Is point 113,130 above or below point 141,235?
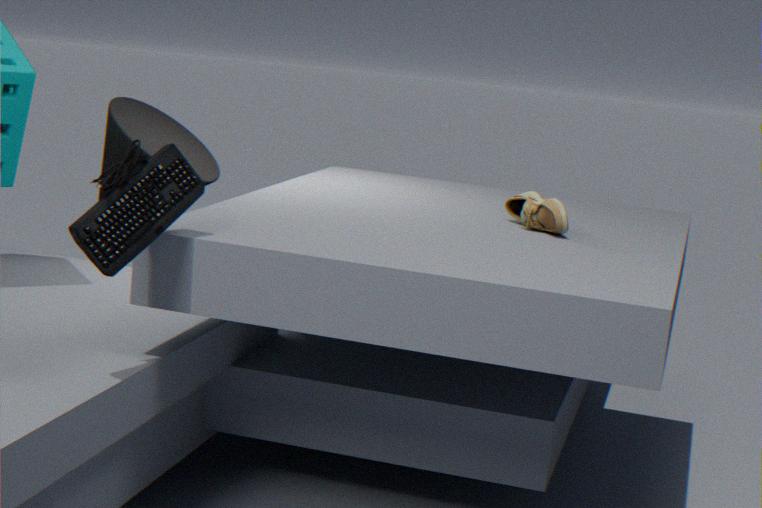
below
